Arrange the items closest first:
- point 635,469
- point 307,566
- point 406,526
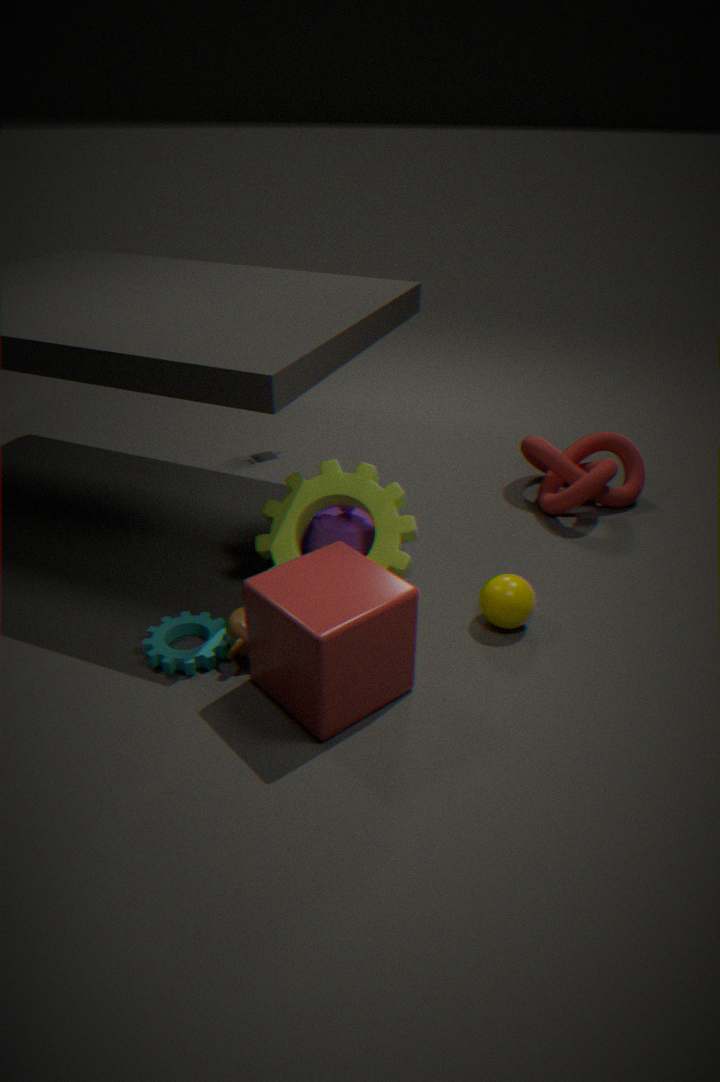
point 307,566
point 406,526
point 635,469
